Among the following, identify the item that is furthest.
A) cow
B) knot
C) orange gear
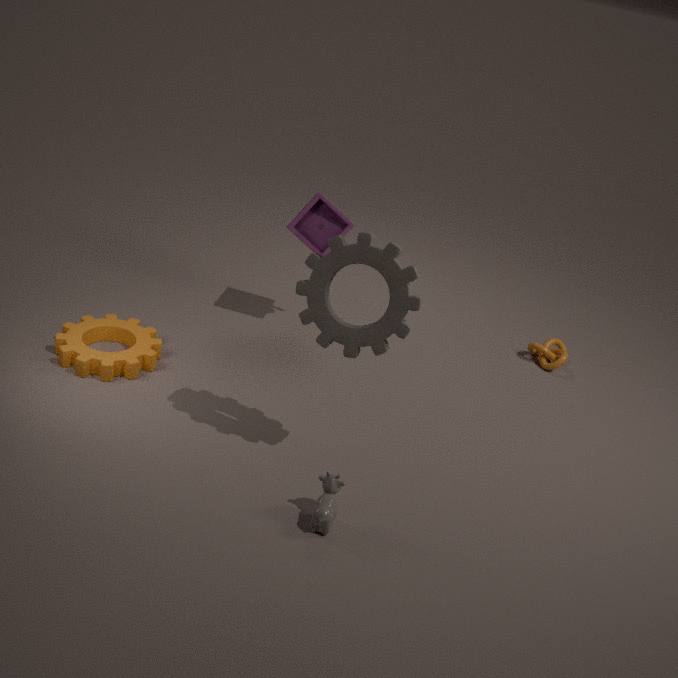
knot
